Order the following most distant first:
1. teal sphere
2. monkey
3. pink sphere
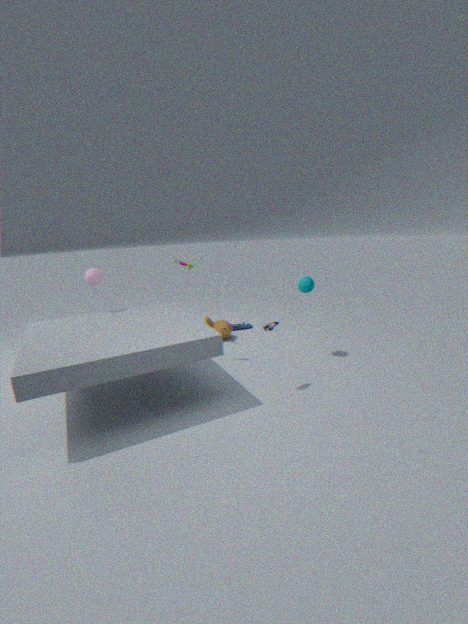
1. monkey
2. teal sphere
3. pink sphere
